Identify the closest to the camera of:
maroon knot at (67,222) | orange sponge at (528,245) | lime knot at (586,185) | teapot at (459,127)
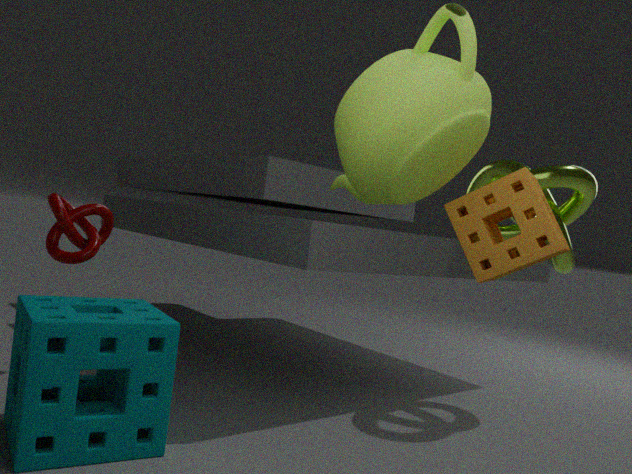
teapot at (459,127)
